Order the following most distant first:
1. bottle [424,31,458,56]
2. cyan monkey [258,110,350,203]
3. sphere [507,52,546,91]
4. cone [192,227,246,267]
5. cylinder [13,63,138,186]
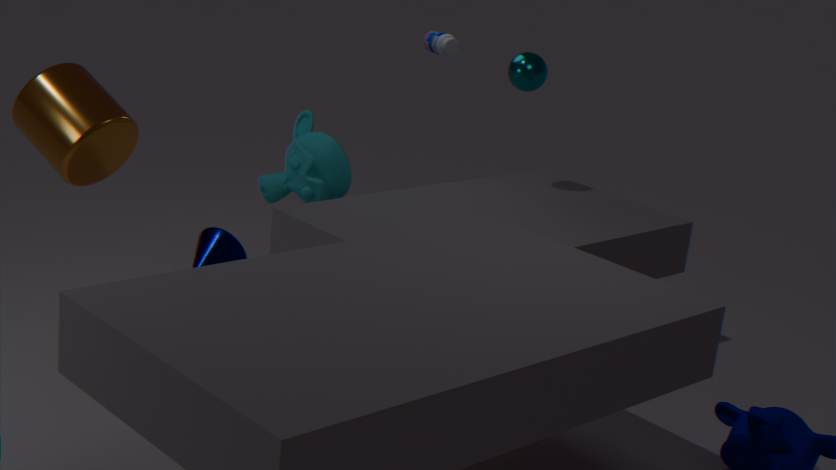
1. bottle [424,31,458,56]
2. sphere [507,52,546,91]
3. cyan monkey [258,110,350,203]
4. cylinder [13,63,138,186]
5. cone [192,227,246,267]
